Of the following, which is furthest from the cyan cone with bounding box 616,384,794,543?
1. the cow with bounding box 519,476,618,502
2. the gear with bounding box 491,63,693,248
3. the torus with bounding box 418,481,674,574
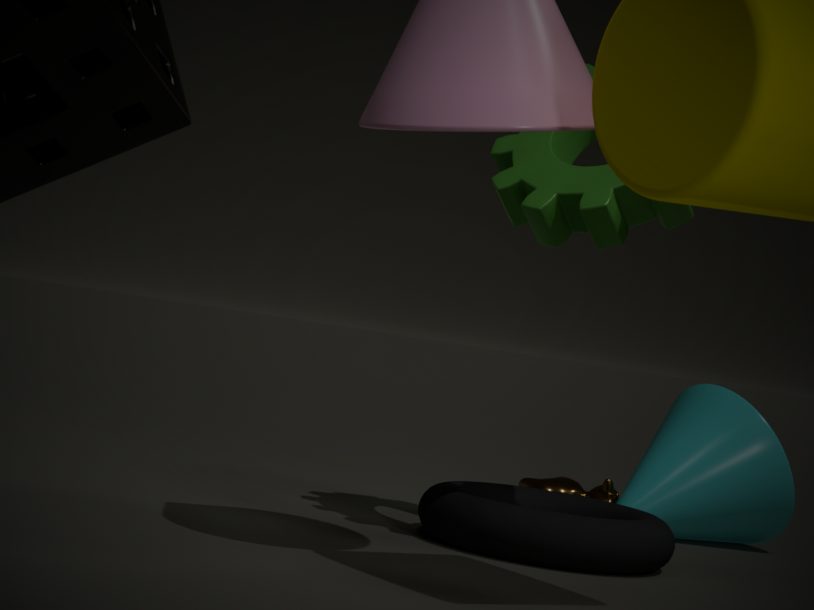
the gear with bounding box 491,63,693,248
